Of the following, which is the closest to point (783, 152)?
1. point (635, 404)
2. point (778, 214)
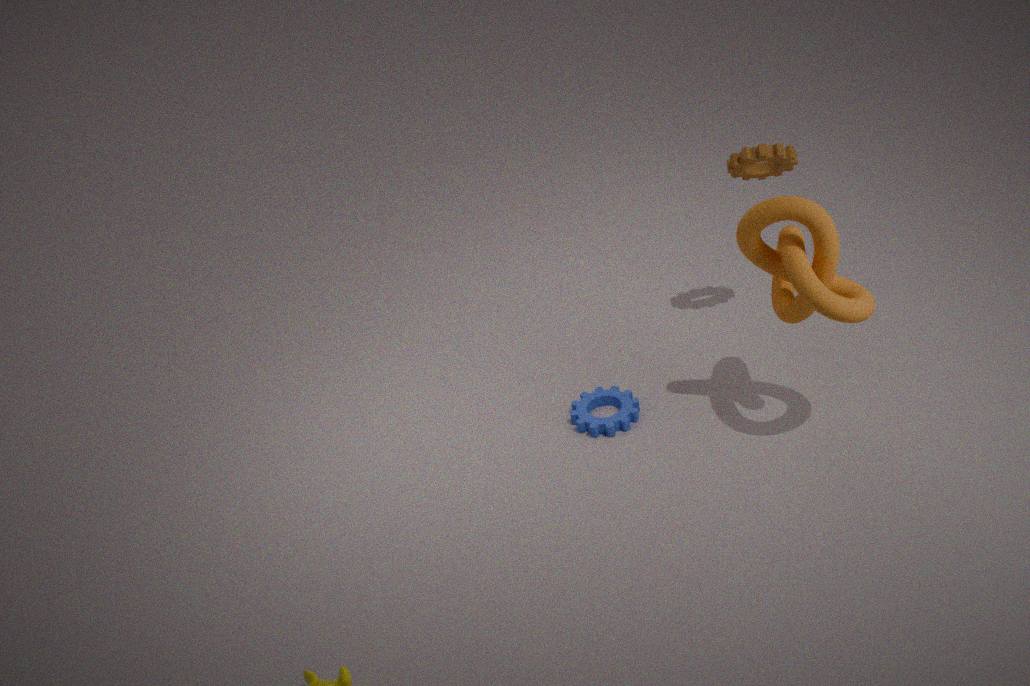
point (778, 214)
